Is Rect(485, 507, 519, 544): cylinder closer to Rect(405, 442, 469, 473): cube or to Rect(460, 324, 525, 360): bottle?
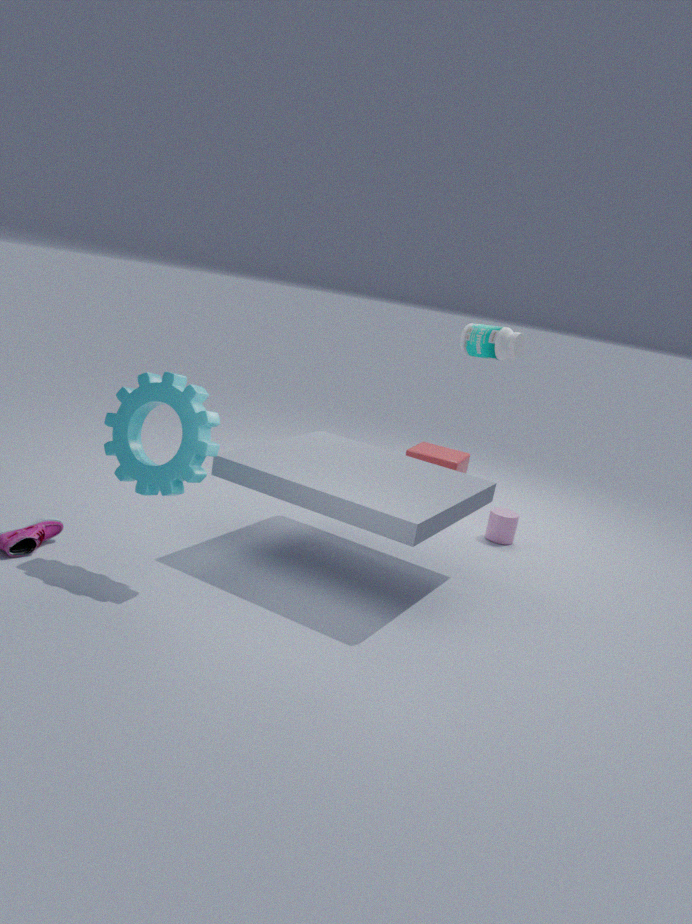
Rect(405, 442, 469, 473): cube
